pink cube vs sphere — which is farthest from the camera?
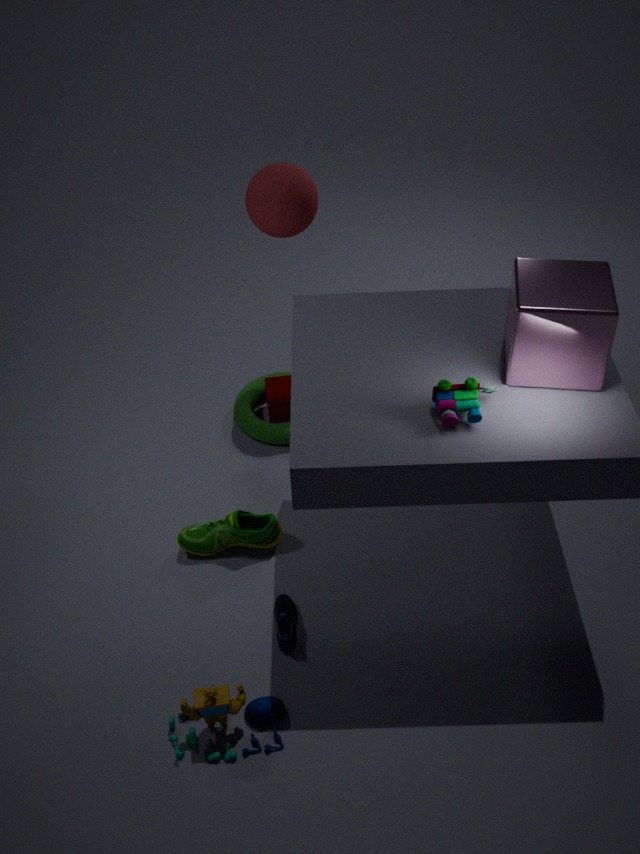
sphere
